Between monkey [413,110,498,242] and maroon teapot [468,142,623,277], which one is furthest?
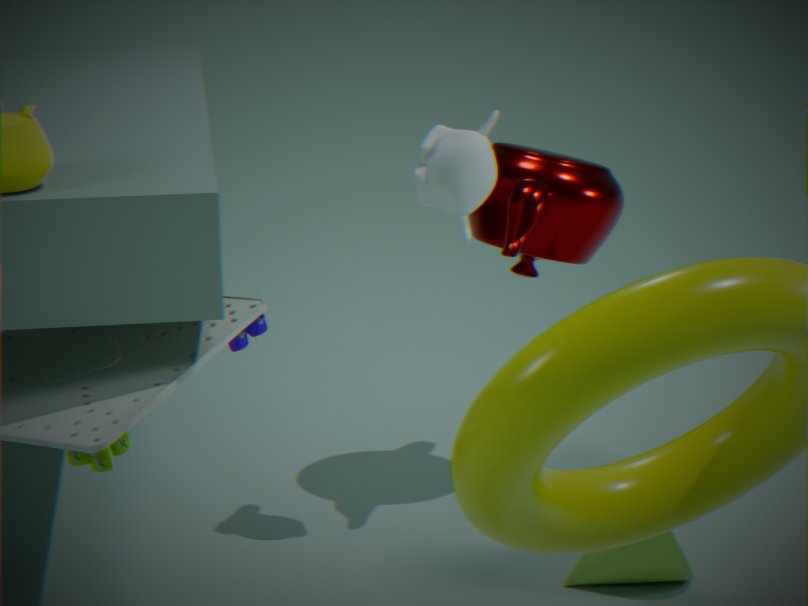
maroon teapot [468,142,623,277]
